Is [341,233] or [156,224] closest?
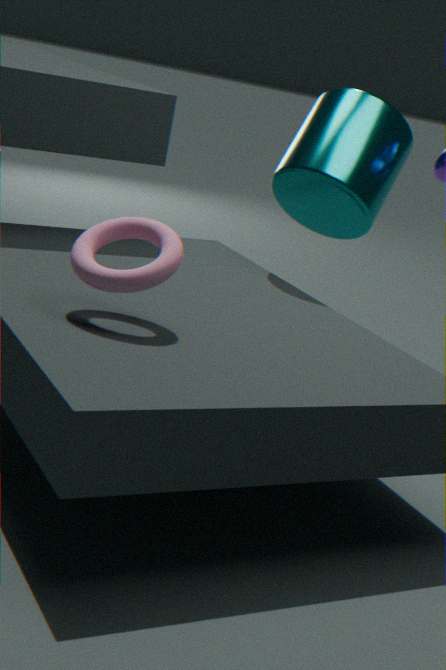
[156,224]
